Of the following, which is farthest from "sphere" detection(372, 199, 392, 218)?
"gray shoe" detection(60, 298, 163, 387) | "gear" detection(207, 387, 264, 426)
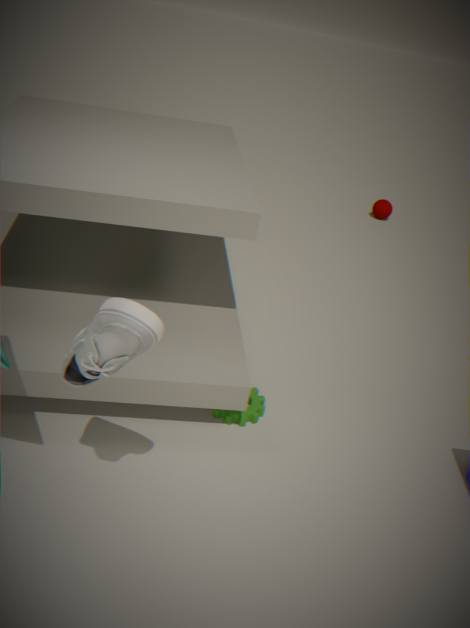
"gray shoe" detection(60, 298, 163, 387)
